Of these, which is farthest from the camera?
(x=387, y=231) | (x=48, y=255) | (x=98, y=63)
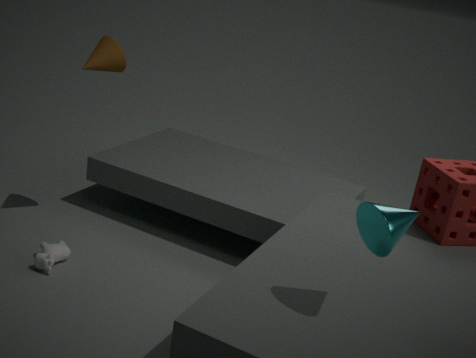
(x=98, y=63)
